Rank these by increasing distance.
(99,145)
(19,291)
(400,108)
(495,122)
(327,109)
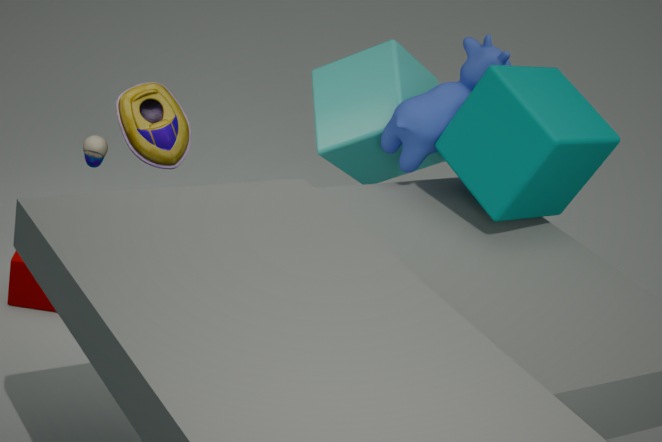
1. (495,122)
2. (400,108)
3. (99,145)
4. (19,291)
5. (327,109)
